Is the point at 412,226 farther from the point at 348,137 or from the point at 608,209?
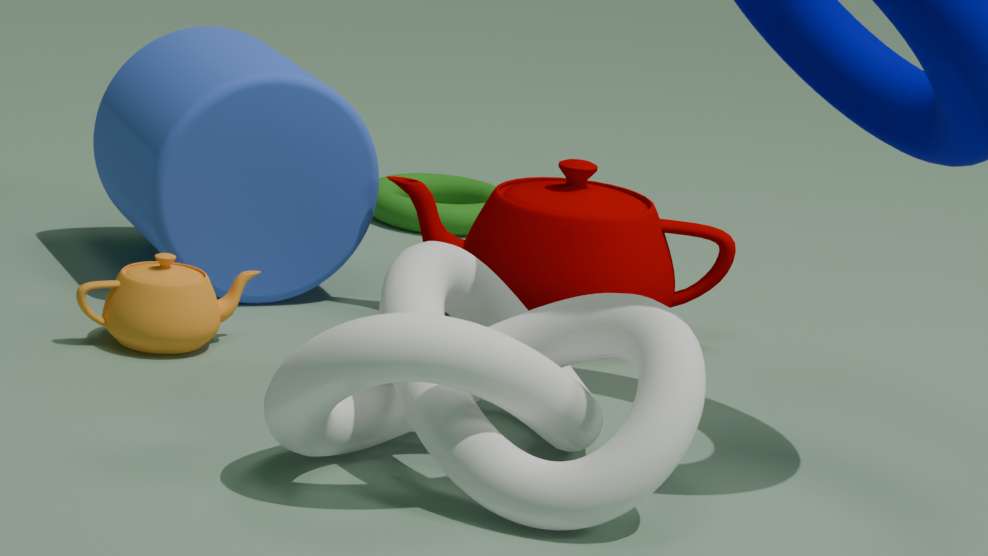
the point at 608,209
